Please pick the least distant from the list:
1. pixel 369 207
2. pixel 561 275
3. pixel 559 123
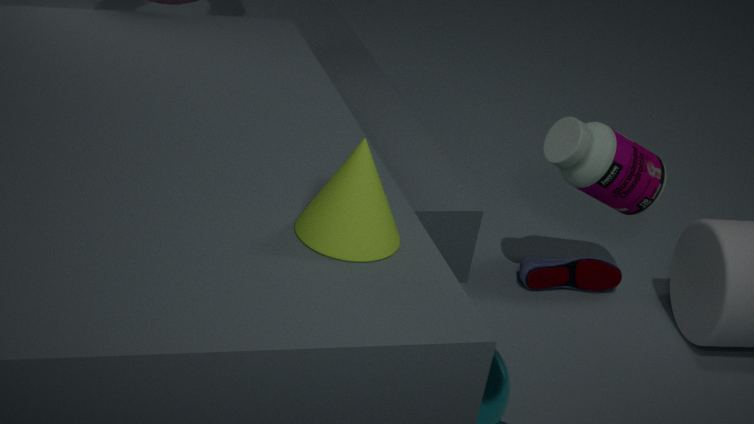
pixel 369 207
